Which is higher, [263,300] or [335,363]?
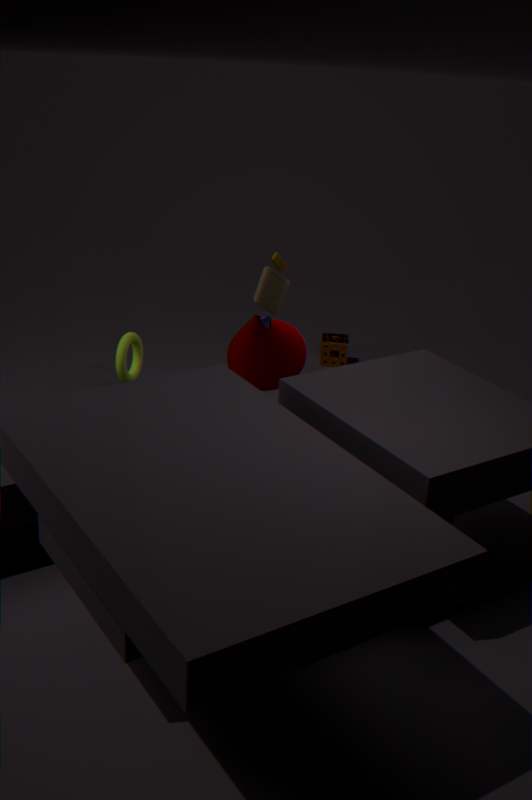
[263,300]
